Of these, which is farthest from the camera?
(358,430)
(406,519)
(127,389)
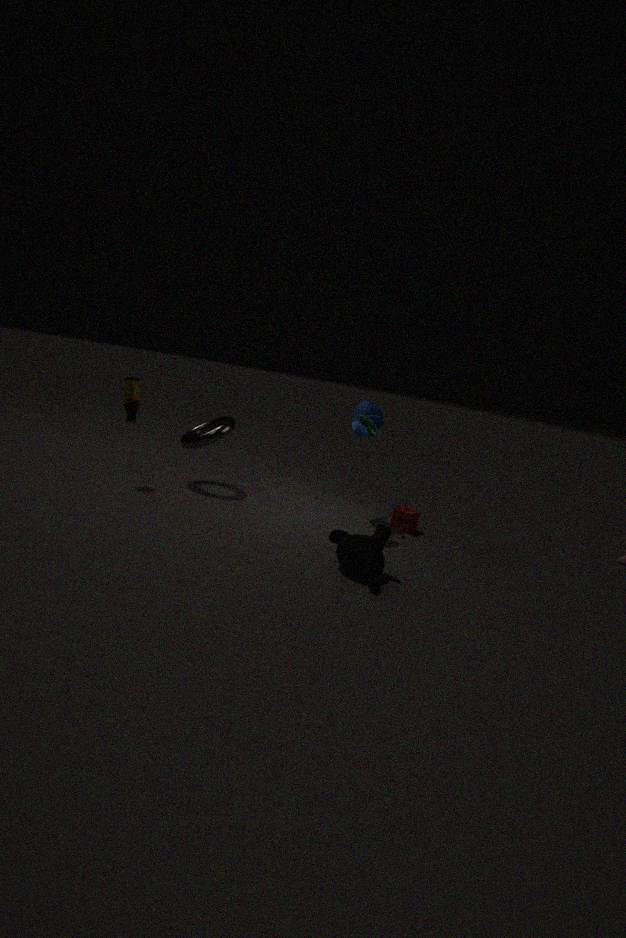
(358,430)
